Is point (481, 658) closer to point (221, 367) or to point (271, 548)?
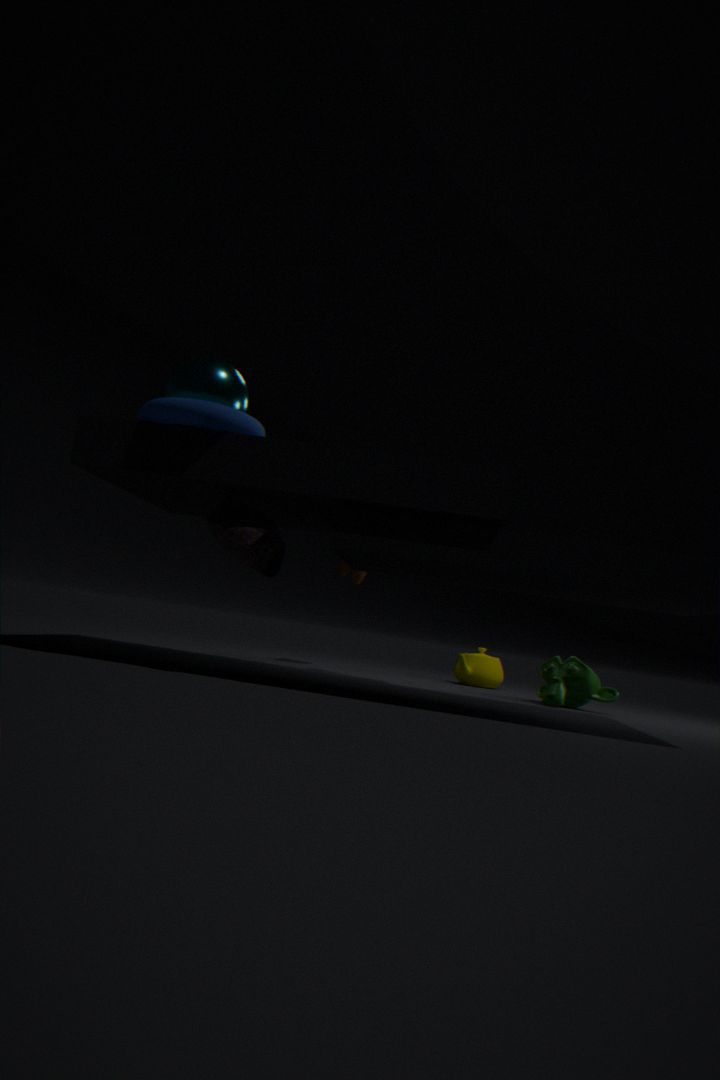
point (271, 548)
